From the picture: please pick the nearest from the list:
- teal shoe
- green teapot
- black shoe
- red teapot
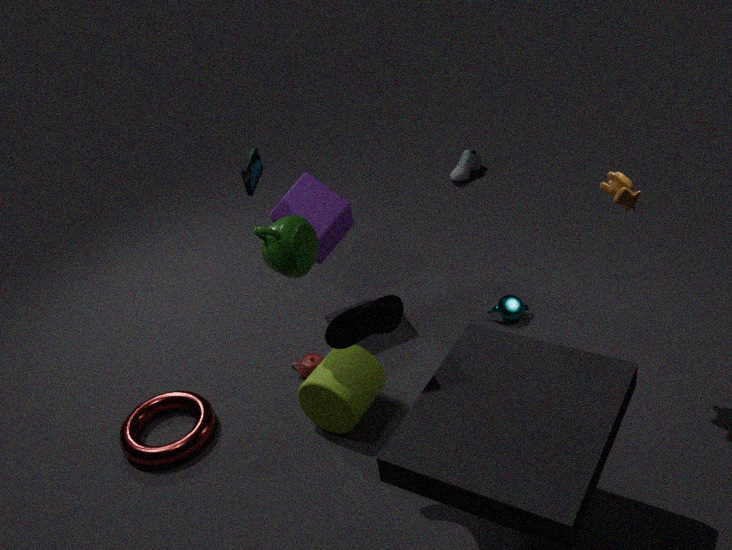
teal shoe
